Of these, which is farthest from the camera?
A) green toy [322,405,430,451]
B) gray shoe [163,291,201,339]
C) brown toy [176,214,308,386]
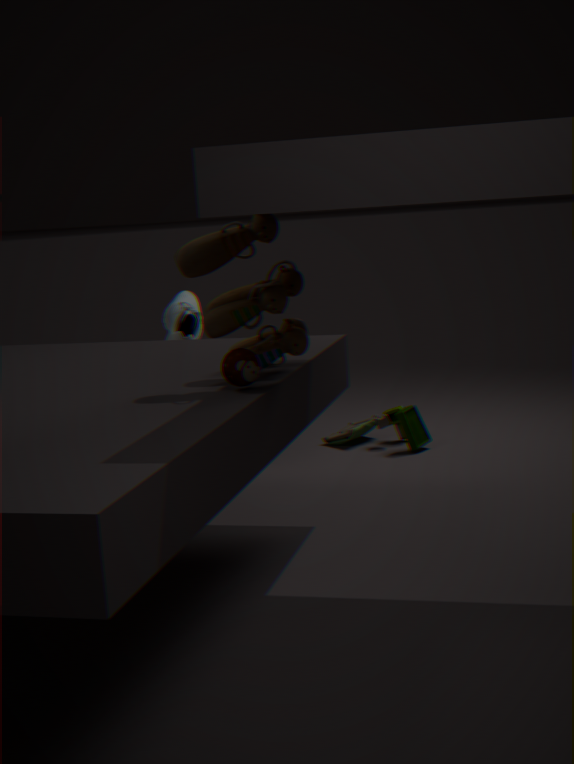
green toy [322,405,430,451]
